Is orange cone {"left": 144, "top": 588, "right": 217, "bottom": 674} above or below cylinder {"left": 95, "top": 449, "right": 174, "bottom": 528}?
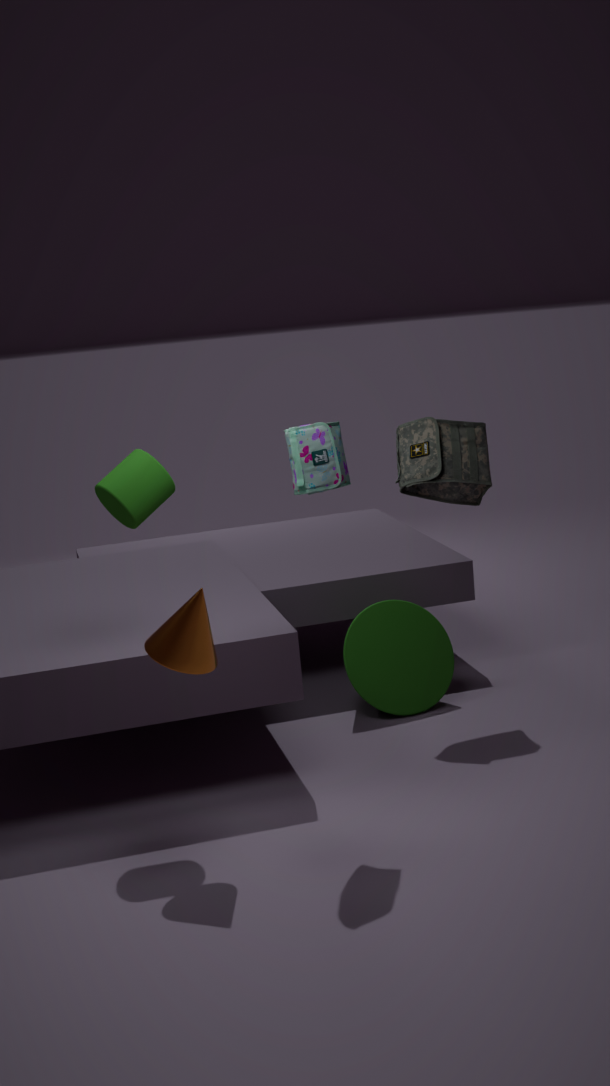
below
